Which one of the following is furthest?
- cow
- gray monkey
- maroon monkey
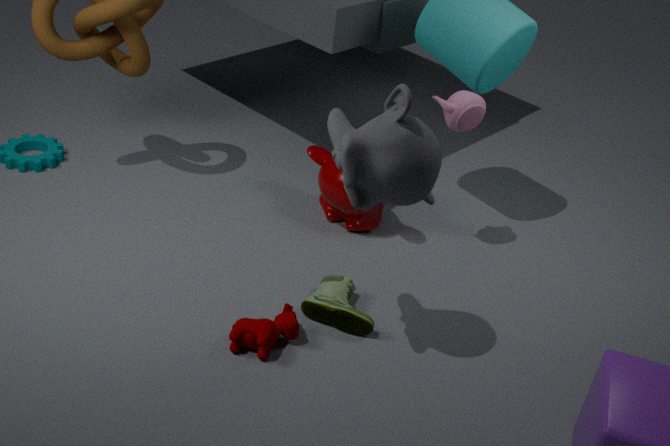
maroon monkey
